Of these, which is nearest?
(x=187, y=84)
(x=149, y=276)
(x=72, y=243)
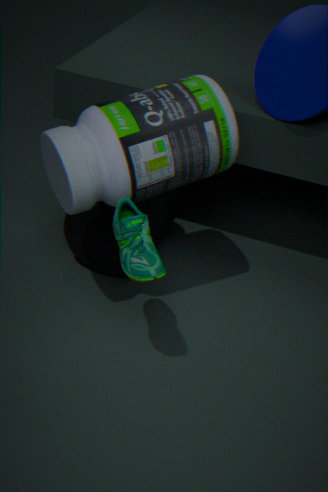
(x=149, y=276)
